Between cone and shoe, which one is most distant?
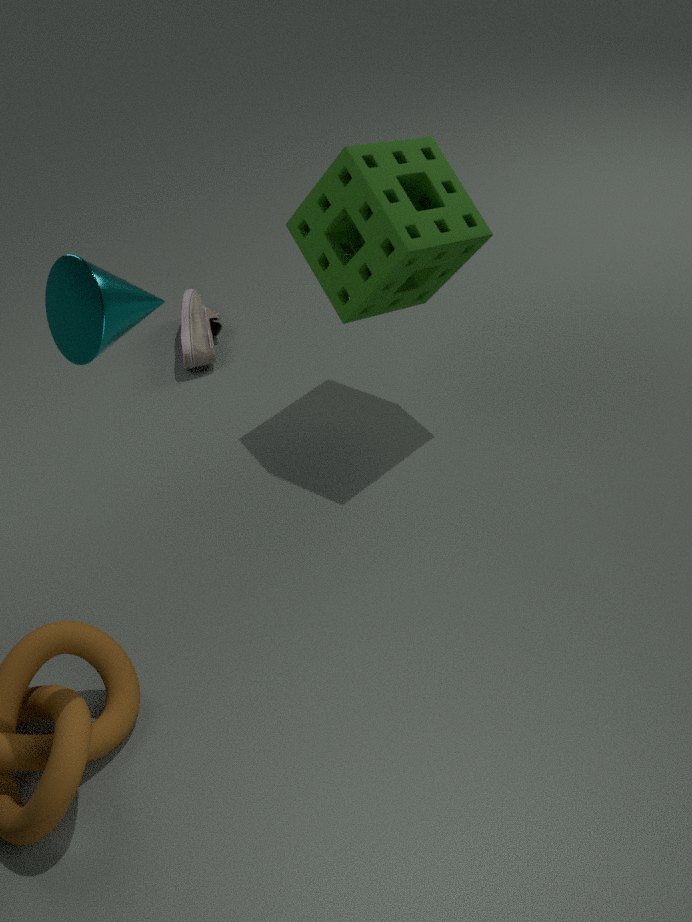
shoe
